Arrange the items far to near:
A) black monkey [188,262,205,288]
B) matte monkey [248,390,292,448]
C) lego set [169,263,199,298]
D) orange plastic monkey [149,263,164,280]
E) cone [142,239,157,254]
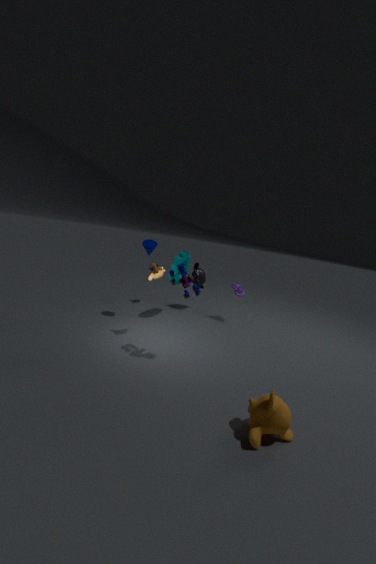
1. A. black monkey [188,262,205,288]
2. E. cone [142,239,157,254]
3. D. orange plastic monkey [149,263,164,280]
4. C. lego set [169,263,199,298]
5. B. matte monkey [248,390,292,448]
